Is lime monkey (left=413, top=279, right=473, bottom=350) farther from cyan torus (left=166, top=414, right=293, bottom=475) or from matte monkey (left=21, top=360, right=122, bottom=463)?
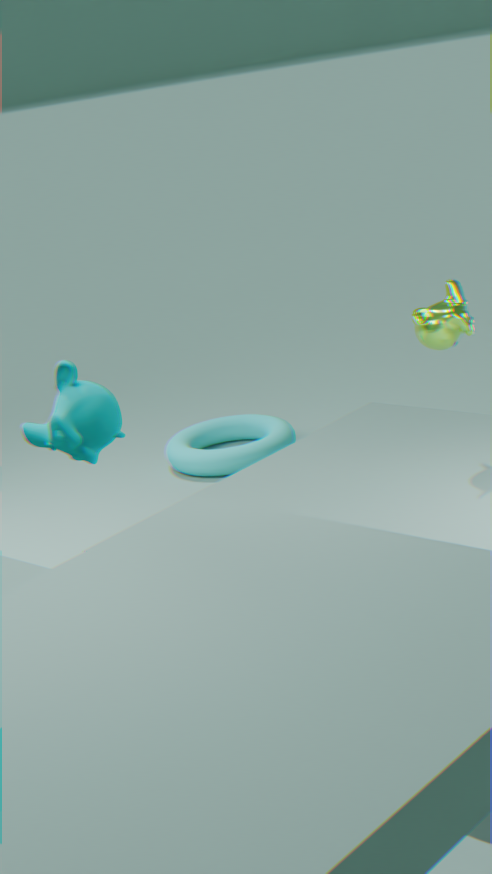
cyan torus (left=166, top=414, right=293, bottom=475)
